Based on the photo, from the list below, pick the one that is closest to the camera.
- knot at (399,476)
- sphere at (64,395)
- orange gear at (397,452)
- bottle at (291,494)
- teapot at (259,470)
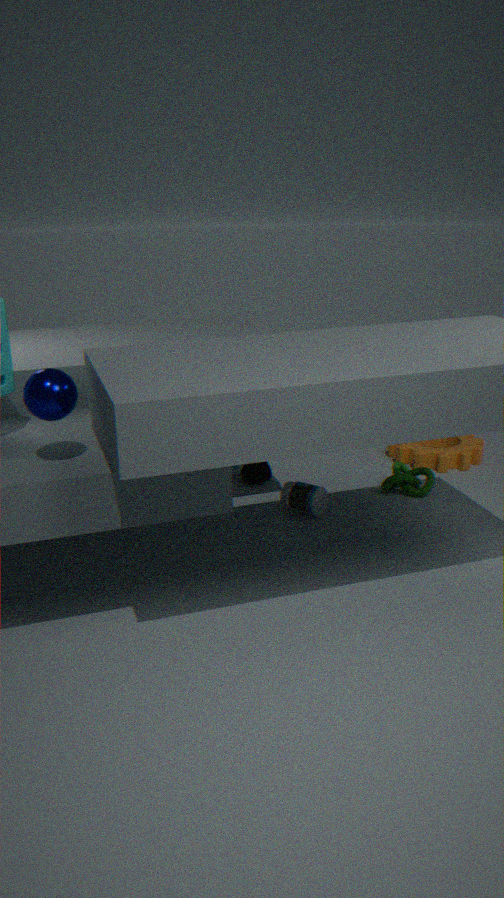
sphere at (64,395)
